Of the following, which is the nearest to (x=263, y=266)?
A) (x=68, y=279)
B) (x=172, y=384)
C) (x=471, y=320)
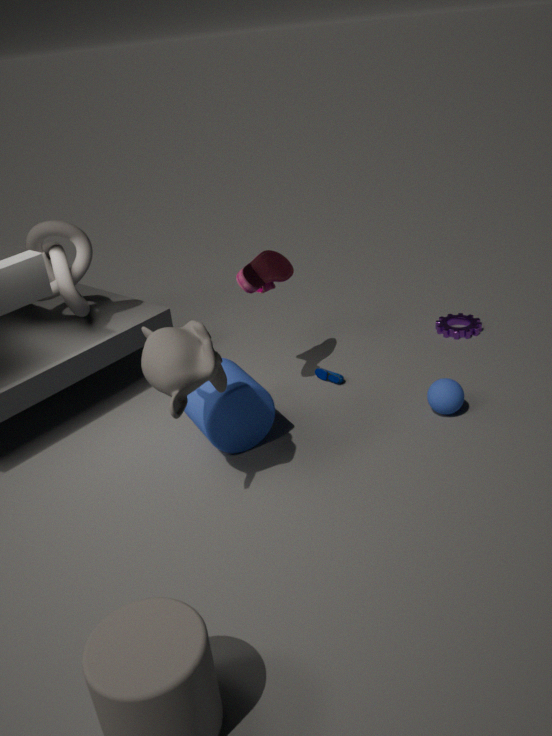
(x=172, y=384)
